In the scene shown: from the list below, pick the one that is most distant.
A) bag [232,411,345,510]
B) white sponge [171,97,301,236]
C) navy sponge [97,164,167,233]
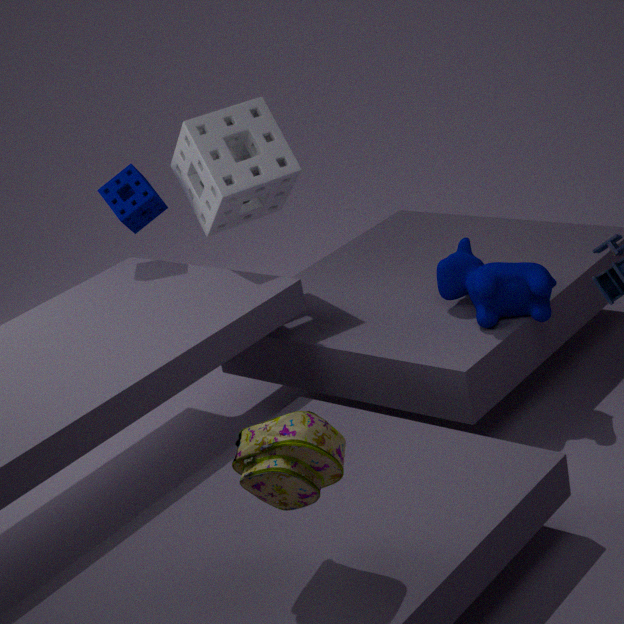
navy sponge [97,164,167,233]
